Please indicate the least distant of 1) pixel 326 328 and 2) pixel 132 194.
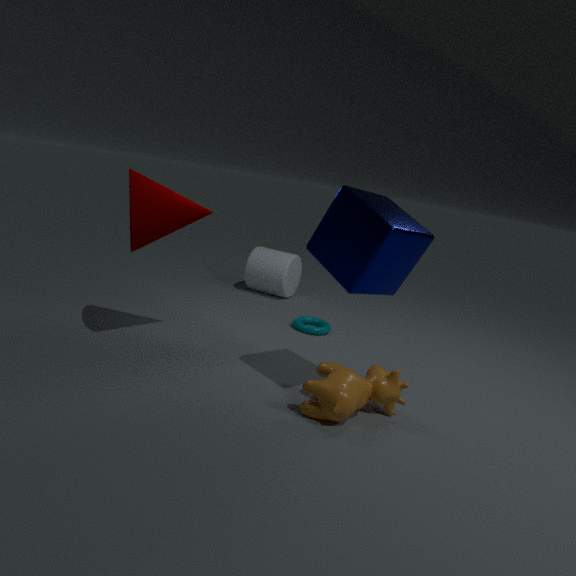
2. pixel 132 194
